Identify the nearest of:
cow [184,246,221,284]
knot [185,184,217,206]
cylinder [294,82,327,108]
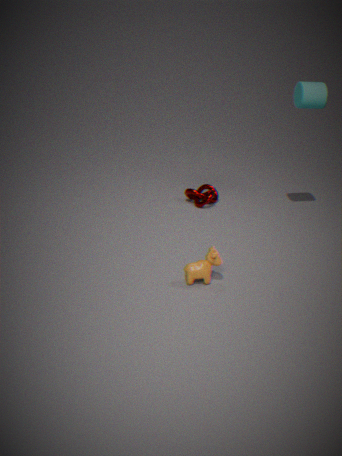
Answer: cow [184,246,221,284]
